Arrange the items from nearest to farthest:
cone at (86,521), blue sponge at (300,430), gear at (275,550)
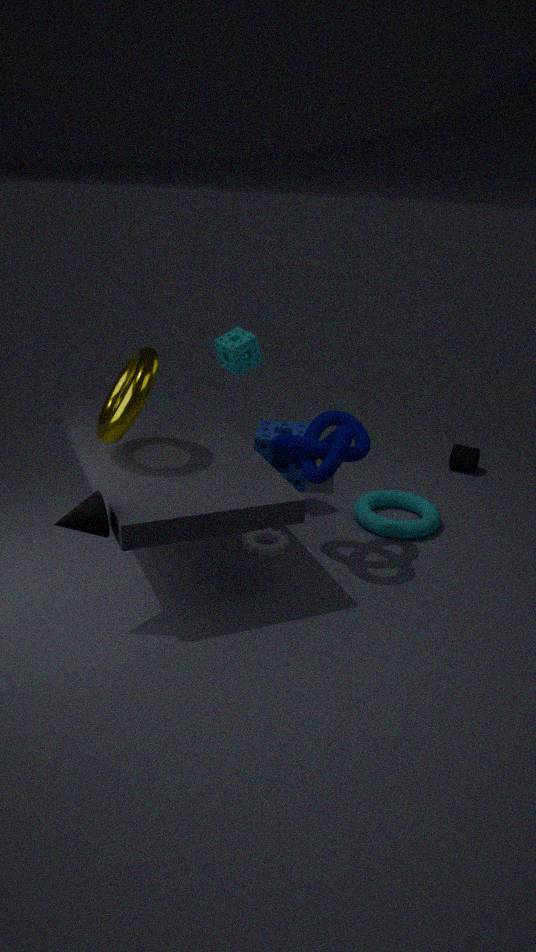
cone at (86,521)
gear at (275,550)
blue sponge at (300,430)
